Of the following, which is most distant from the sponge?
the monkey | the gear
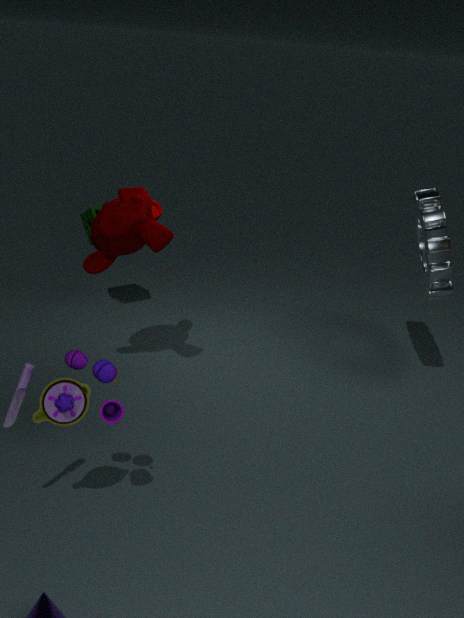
the gear
